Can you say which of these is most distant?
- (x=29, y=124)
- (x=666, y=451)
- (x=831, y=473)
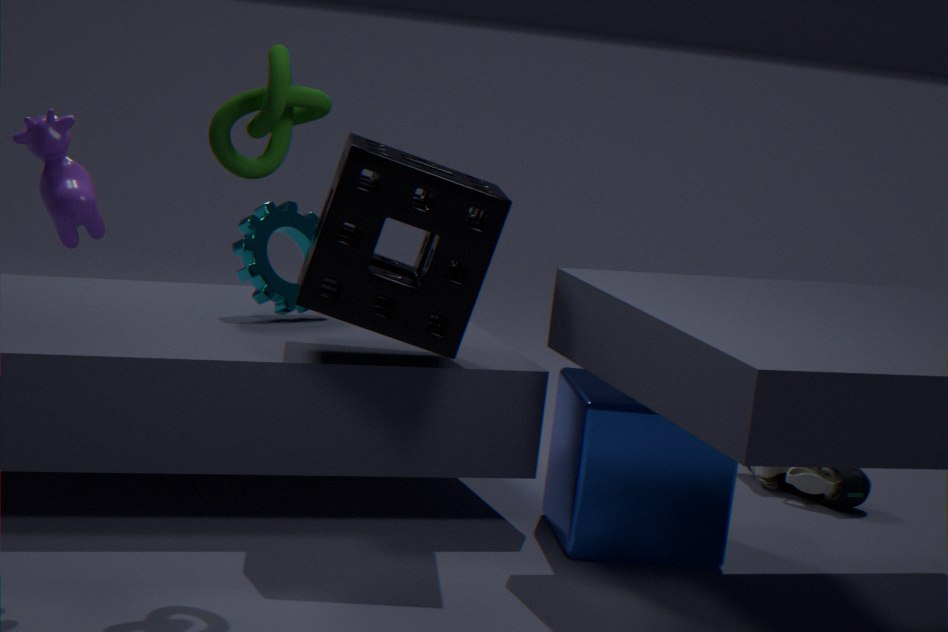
(x=831, y=473)
